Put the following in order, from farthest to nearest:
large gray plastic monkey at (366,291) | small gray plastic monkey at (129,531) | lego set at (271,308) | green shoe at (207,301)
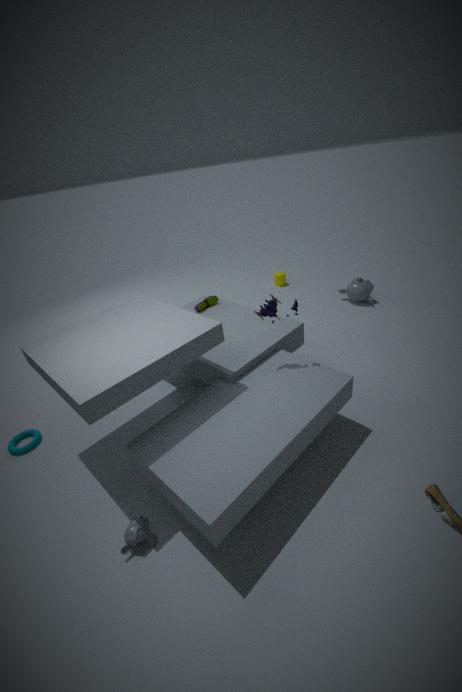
large gray plastic monkey at (366,291), green shoe at (207,301), lego set at (271,308), small gray plastic monkey at (129,531)
